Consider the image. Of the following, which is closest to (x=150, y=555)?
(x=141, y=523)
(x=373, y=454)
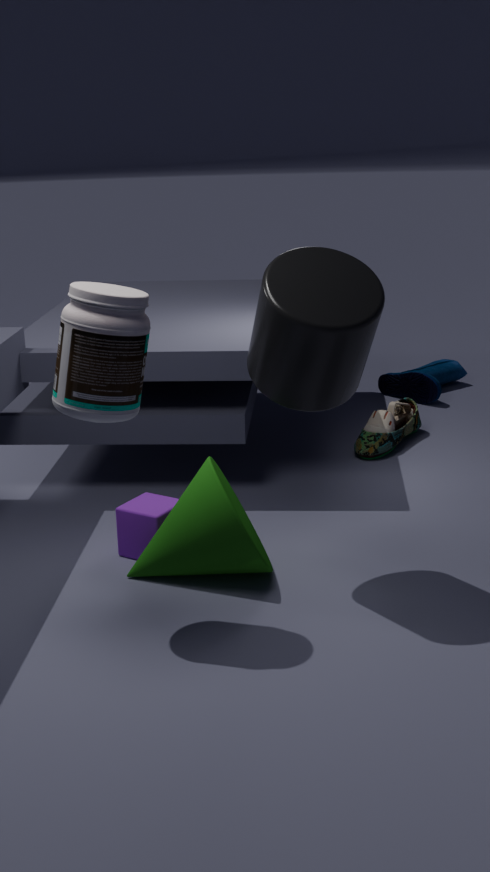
(x=141, y=523)
